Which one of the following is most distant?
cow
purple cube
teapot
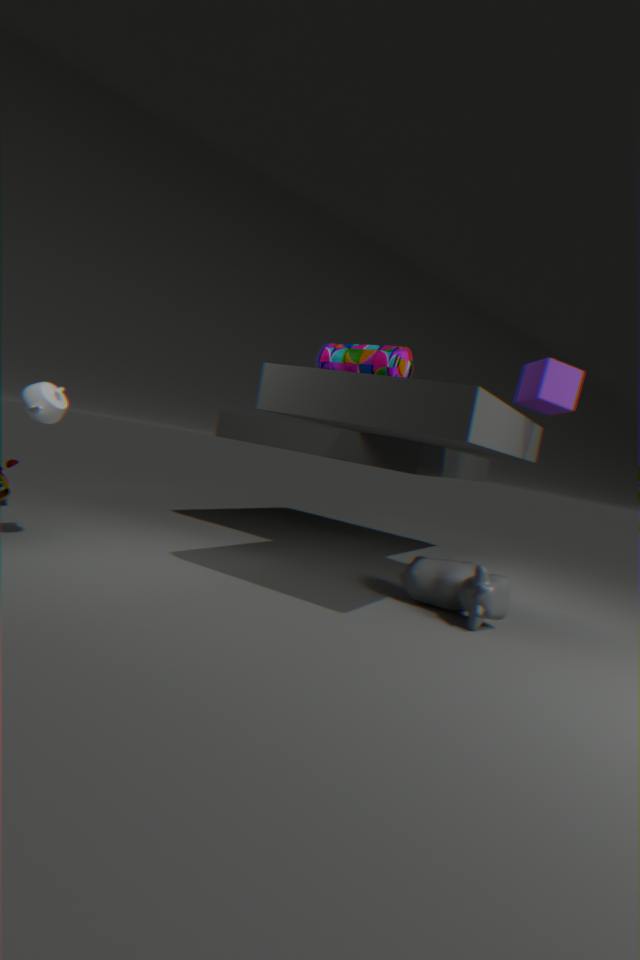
purple cube
